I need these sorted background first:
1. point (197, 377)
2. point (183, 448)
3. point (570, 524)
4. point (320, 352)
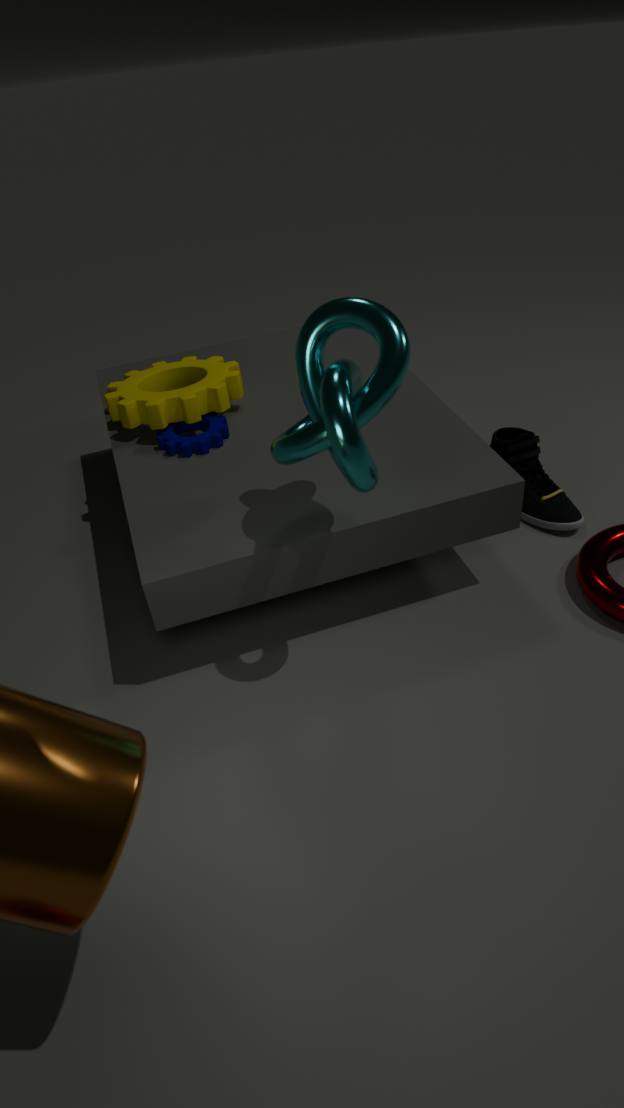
1. point (197, 377)
2. point (570, 524)
3. point (183, 448)
4. point (320, 352)
